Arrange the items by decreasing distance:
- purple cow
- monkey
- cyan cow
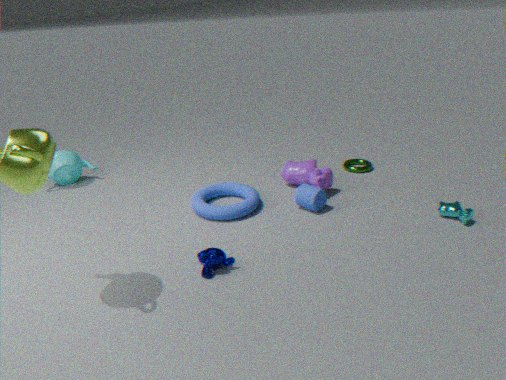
purple cow < cyan cow < monkey
